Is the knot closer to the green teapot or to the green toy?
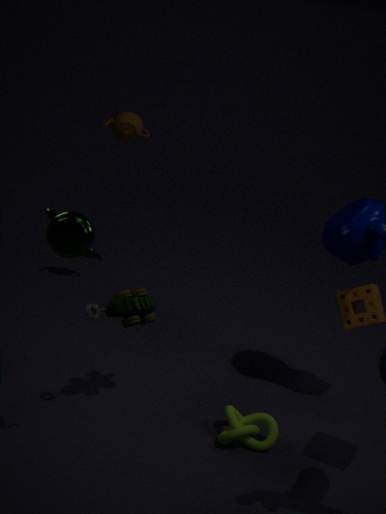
the green toy
